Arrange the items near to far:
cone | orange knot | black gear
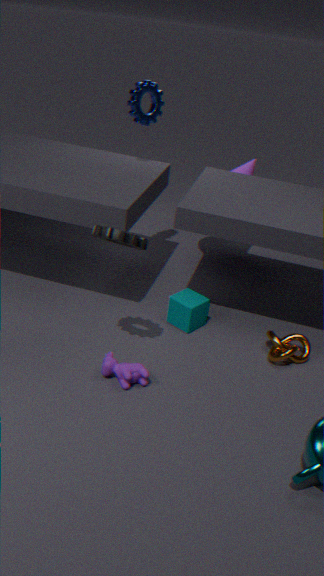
1. black gear
2. orange knot
3. cone
